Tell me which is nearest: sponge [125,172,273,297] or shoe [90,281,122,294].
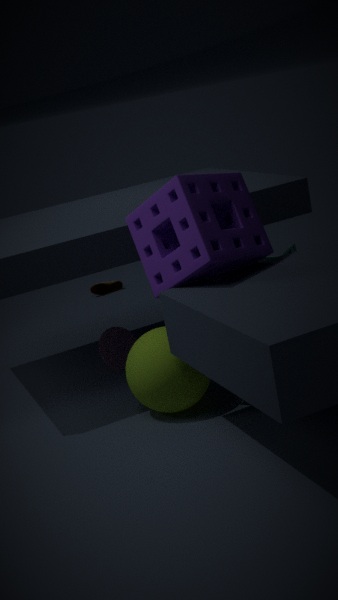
sponge [125,172,273,297]
